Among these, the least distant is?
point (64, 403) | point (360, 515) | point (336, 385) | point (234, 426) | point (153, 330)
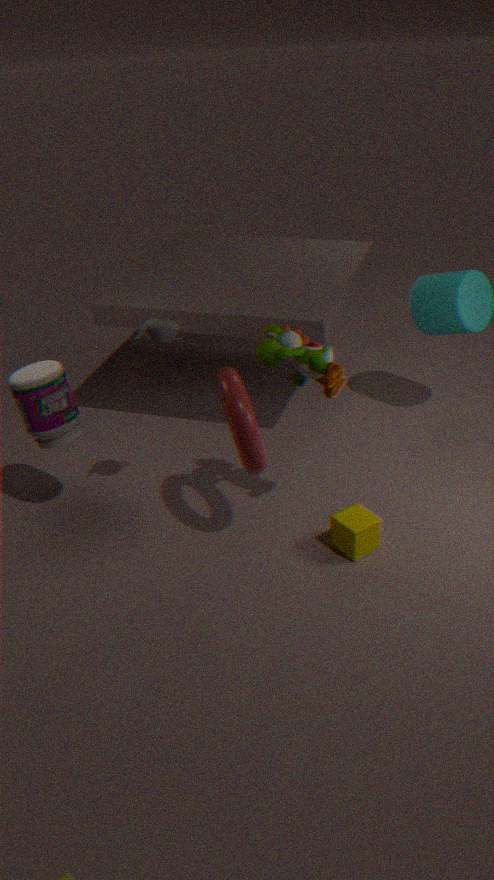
point (234, 426)
